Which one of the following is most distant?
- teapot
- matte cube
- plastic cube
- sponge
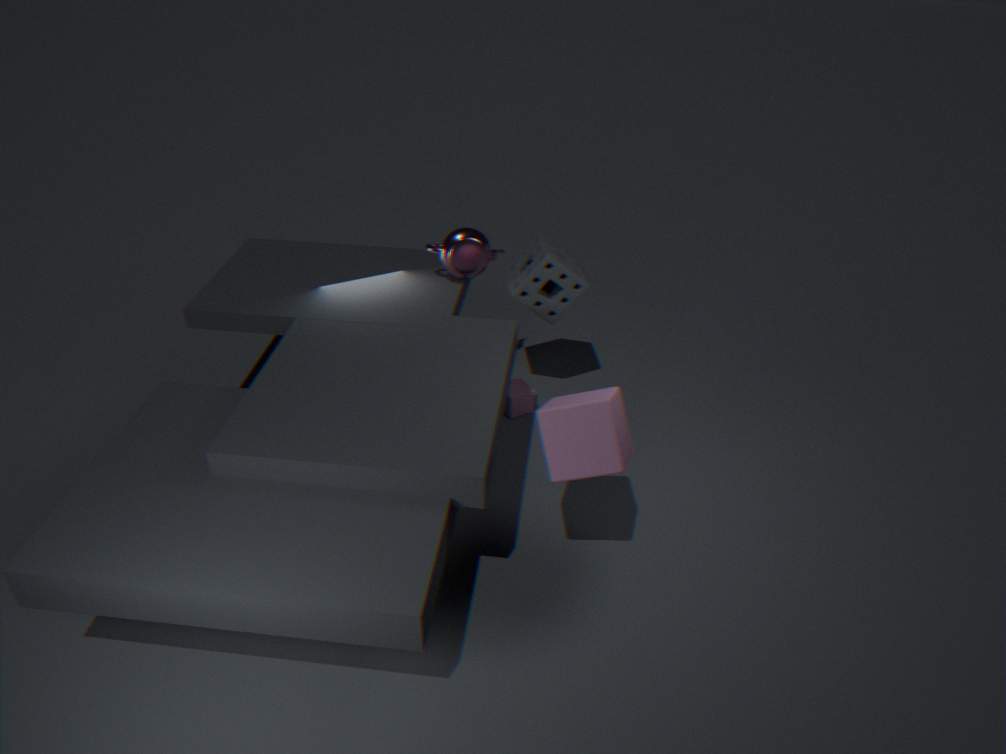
plastic cube
